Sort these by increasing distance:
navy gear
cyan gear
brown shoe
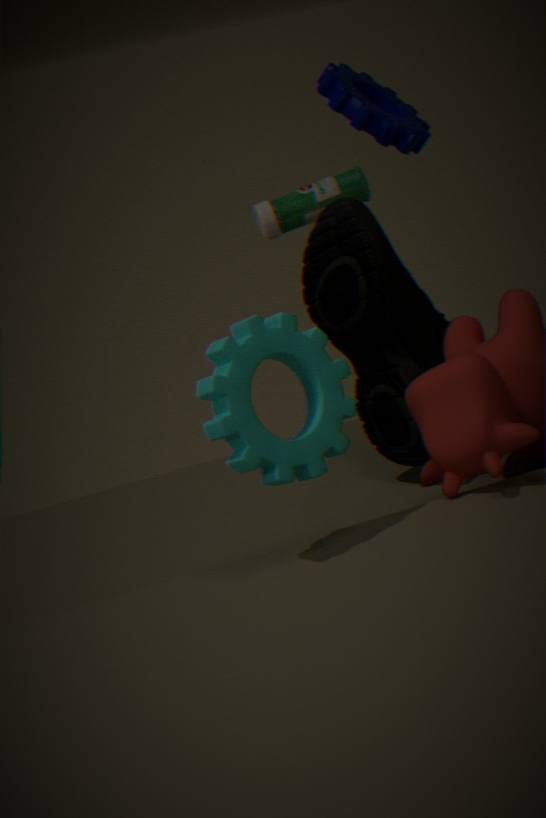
cyan gear
brown shoe
navy gear
